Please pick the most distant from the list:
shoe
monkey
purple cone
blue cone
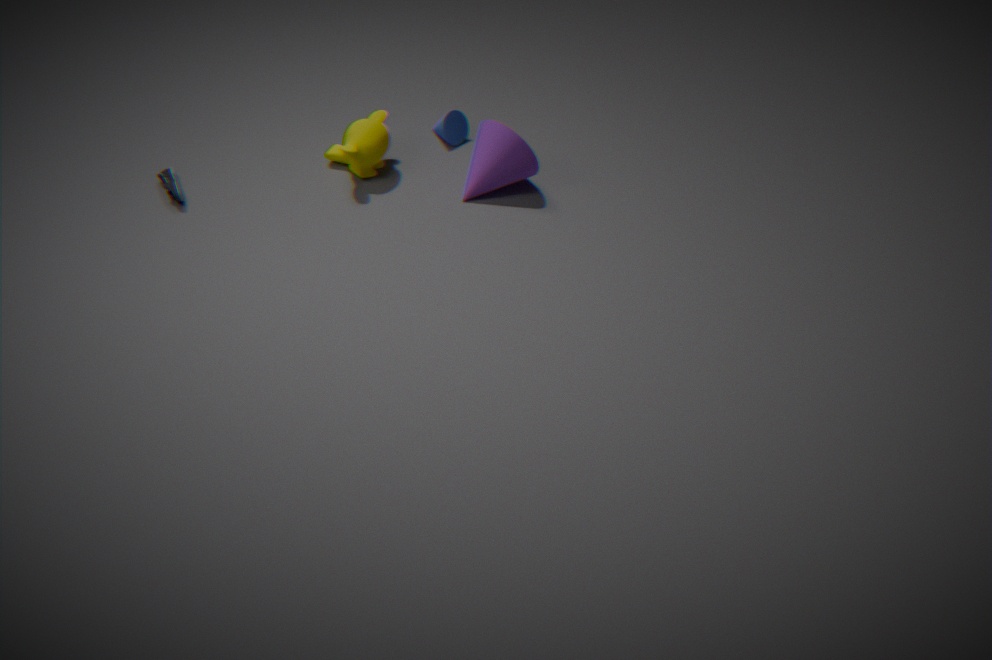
blue cone
